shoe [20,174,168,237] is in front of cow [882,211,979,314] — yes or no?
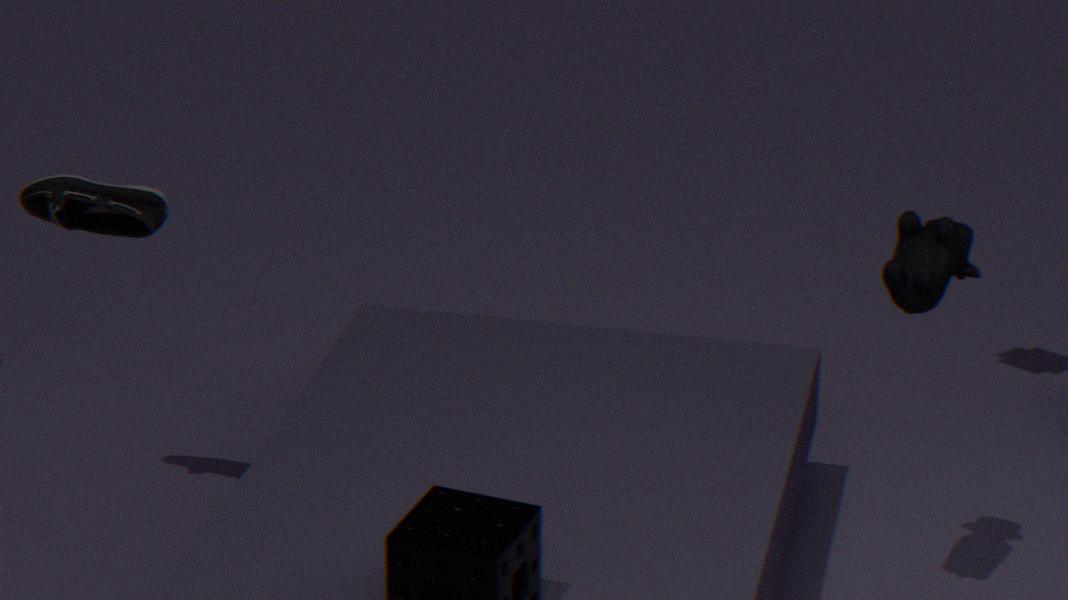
No
